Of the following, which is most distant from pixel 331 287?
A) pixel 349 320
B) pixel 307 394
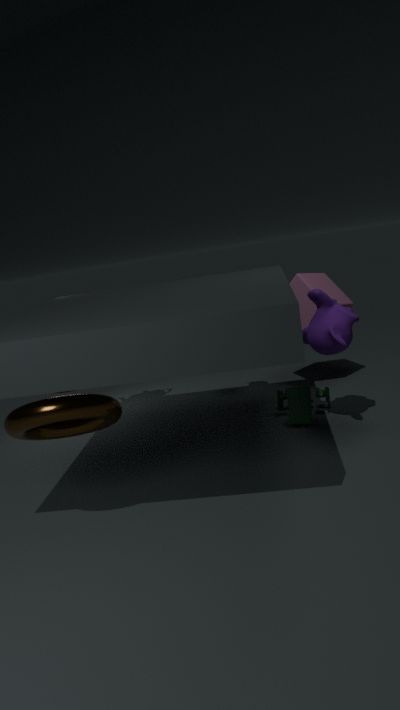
pixel 349 320
